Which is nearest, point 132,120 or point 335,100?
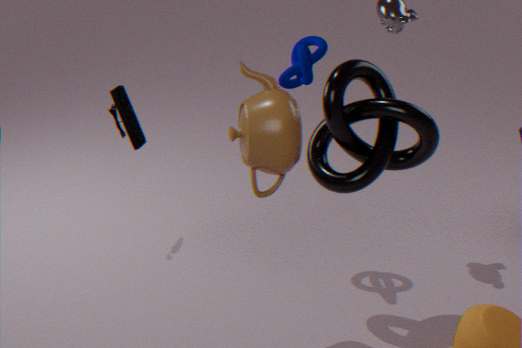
point 335,100
